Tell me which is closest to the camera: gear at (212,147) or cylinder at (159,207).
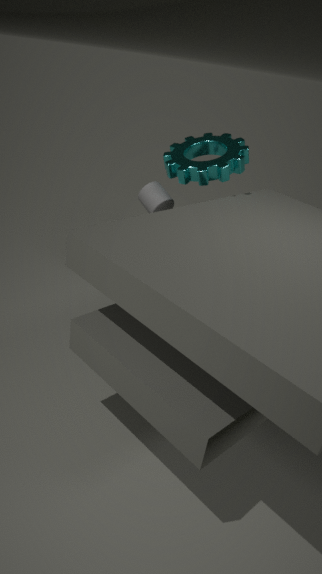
gear at (212,147)
